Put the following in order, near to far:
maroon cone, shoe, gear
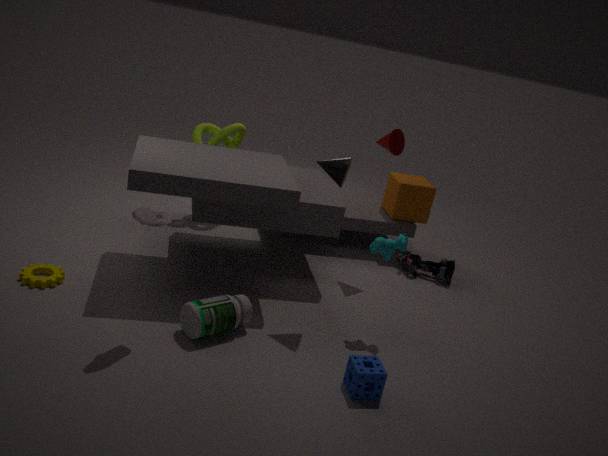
shoe → gear → maroon cone
